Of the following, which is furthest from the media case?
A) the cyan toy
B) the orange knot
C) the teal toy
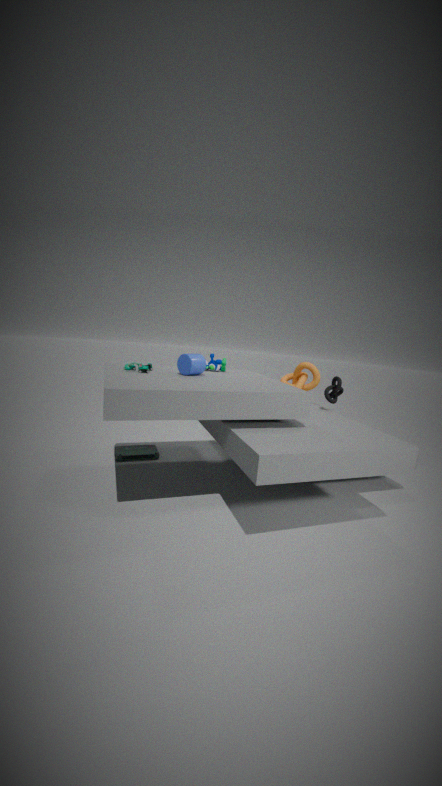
the orange knot
